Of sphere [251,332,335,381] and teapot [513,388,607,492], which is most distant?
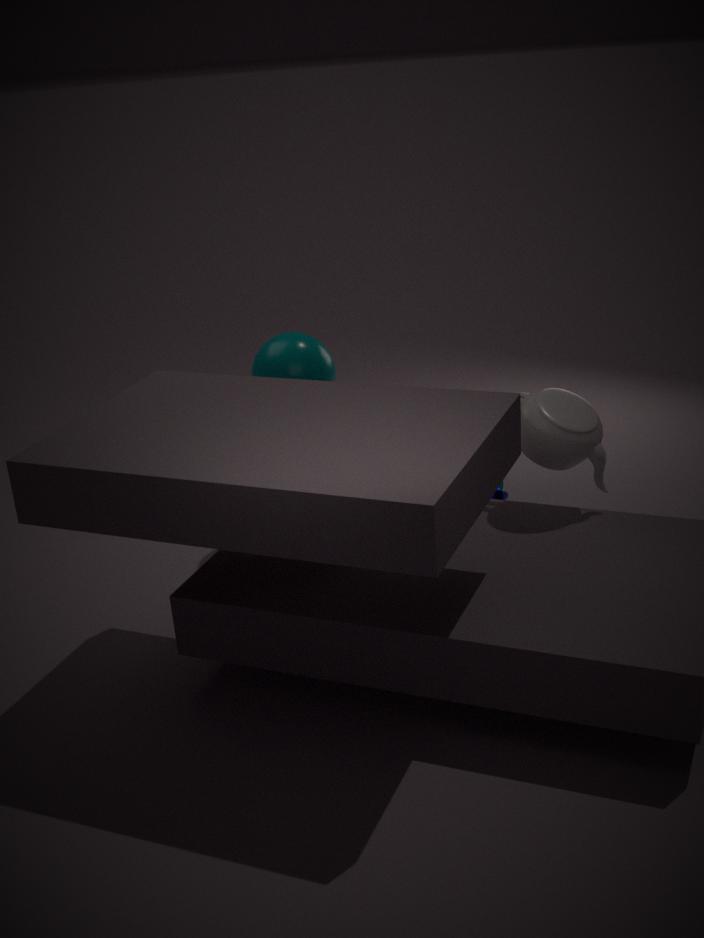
sphere [251,332,335,381]
